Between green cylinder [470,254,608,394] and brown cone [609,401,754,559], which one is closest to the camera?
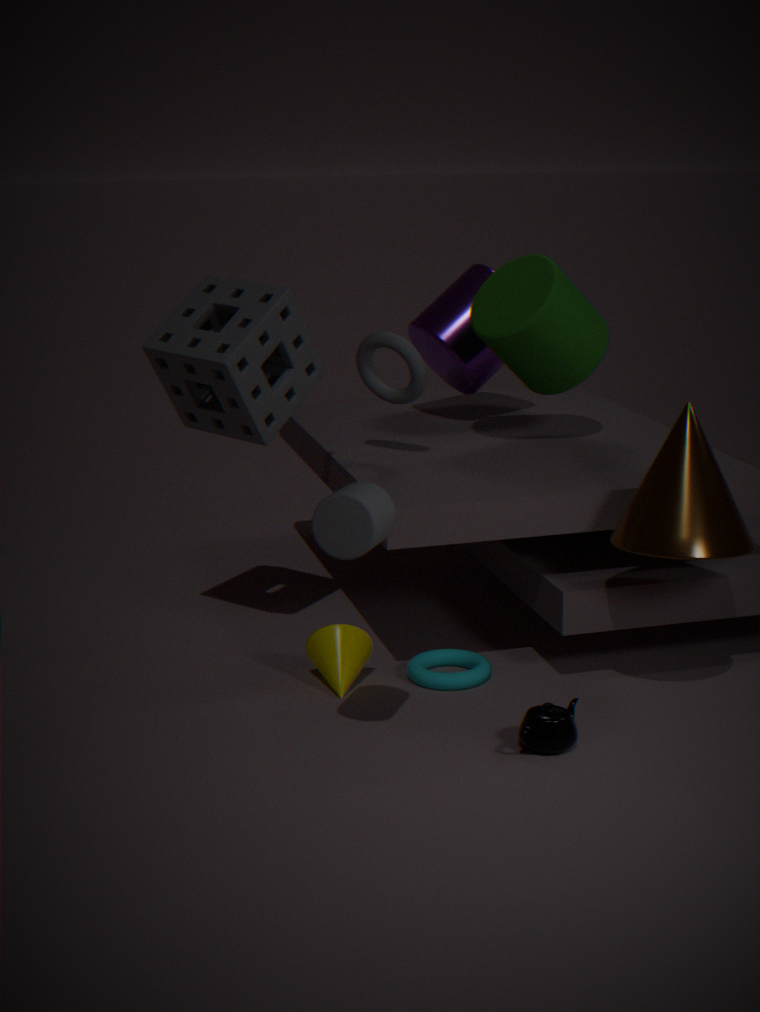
brown cone [609,401,754,559]
